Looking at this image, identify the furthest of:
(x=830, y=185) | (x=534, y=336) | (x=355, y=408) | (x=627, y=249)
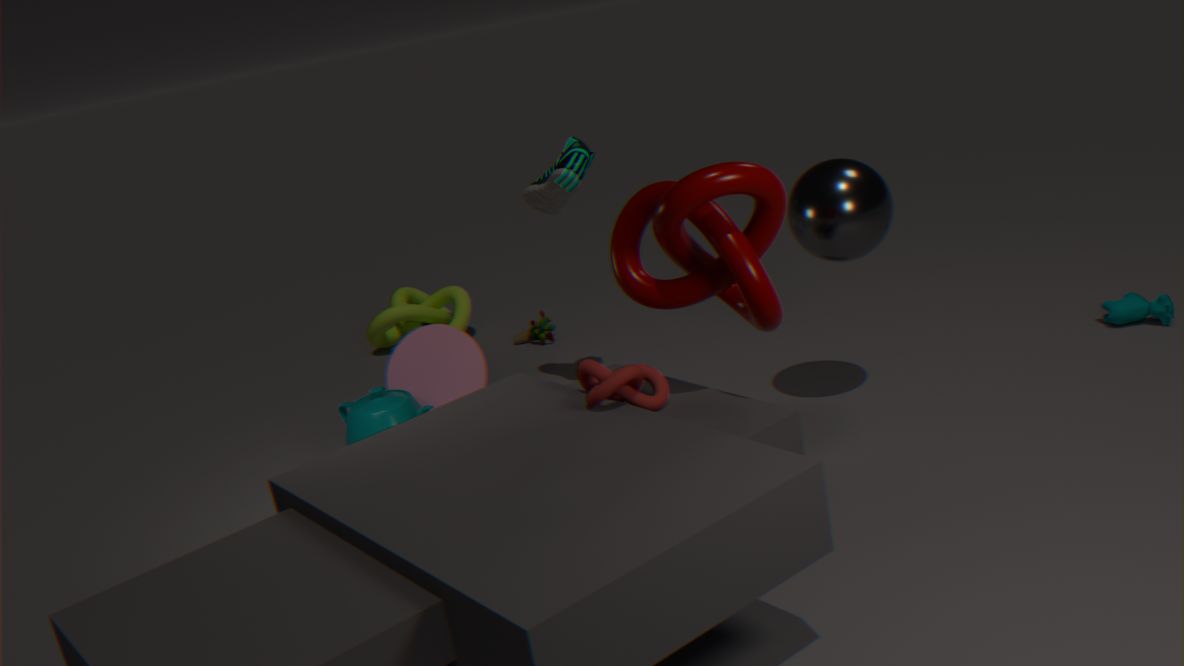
(x=534, y=336)
